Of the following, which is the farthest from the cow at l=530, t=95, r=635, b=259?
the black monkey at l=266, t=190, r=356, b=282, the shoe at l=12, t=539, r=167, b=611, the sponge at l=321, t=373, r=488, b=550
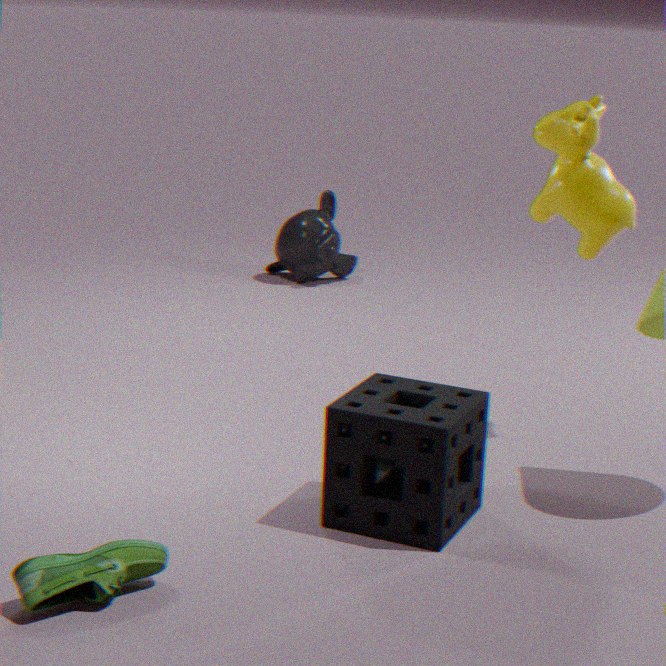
the black monkey at l=266, t=190, r=356, b=282
